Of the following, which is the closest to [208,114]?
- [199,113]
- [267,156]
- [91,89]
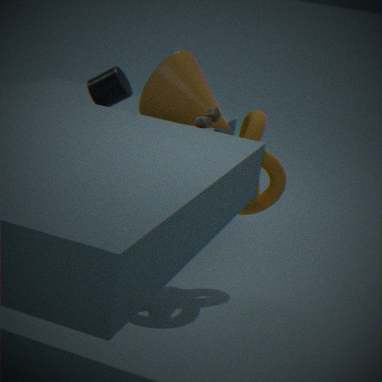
[267,156]
